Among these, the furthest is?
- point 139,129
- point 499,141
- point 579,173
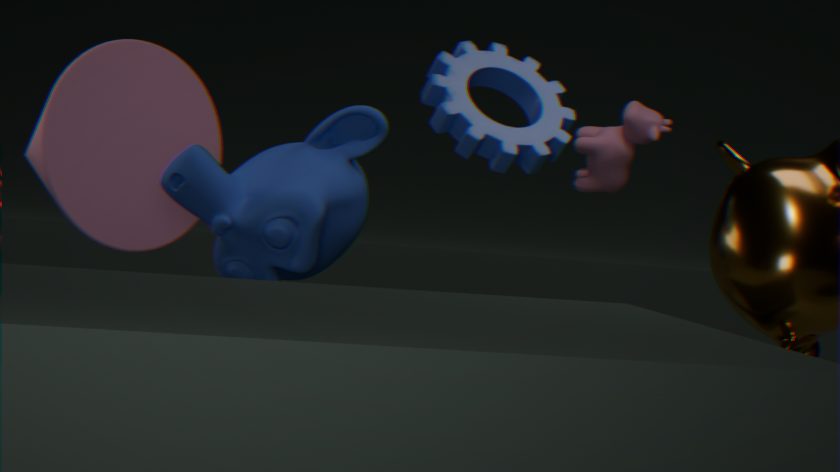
point 579,173
